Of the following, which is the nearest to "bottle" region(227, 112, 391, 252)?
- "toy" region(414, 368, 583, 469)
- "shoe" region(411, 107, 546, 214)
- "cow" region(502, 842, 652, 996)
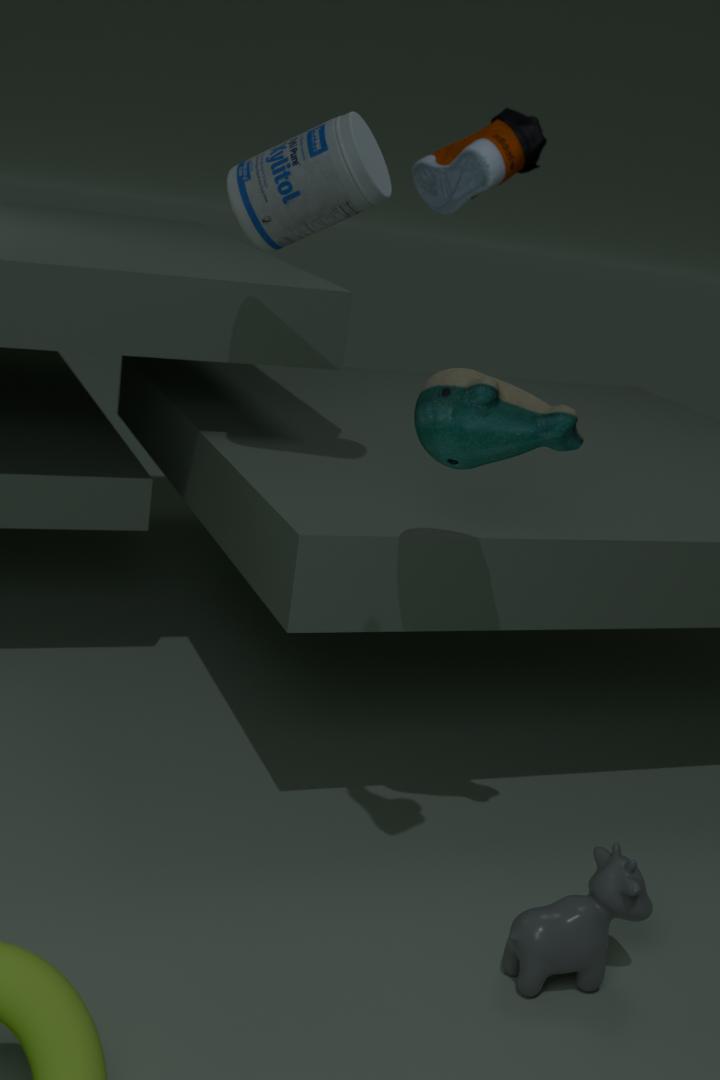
"toy" region(414, 368, 583, 469)
